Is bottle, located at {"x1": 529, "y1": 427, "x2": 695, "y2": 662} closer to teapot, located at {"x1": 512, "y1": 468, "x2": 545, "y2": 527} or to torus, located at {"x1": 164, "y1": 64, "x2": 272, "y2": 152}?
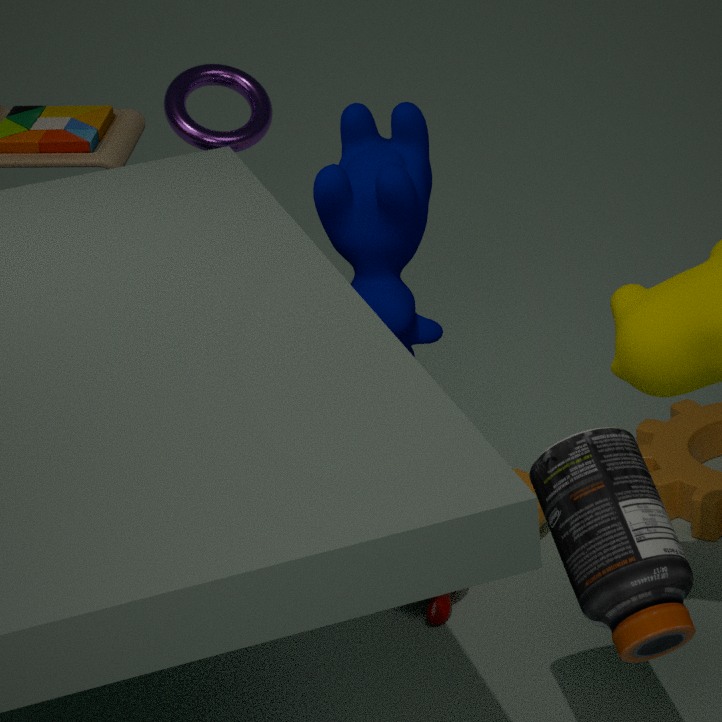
teapot, located at {"x1": 512, "y1": 468, "x2": 545, "y2": 527}
